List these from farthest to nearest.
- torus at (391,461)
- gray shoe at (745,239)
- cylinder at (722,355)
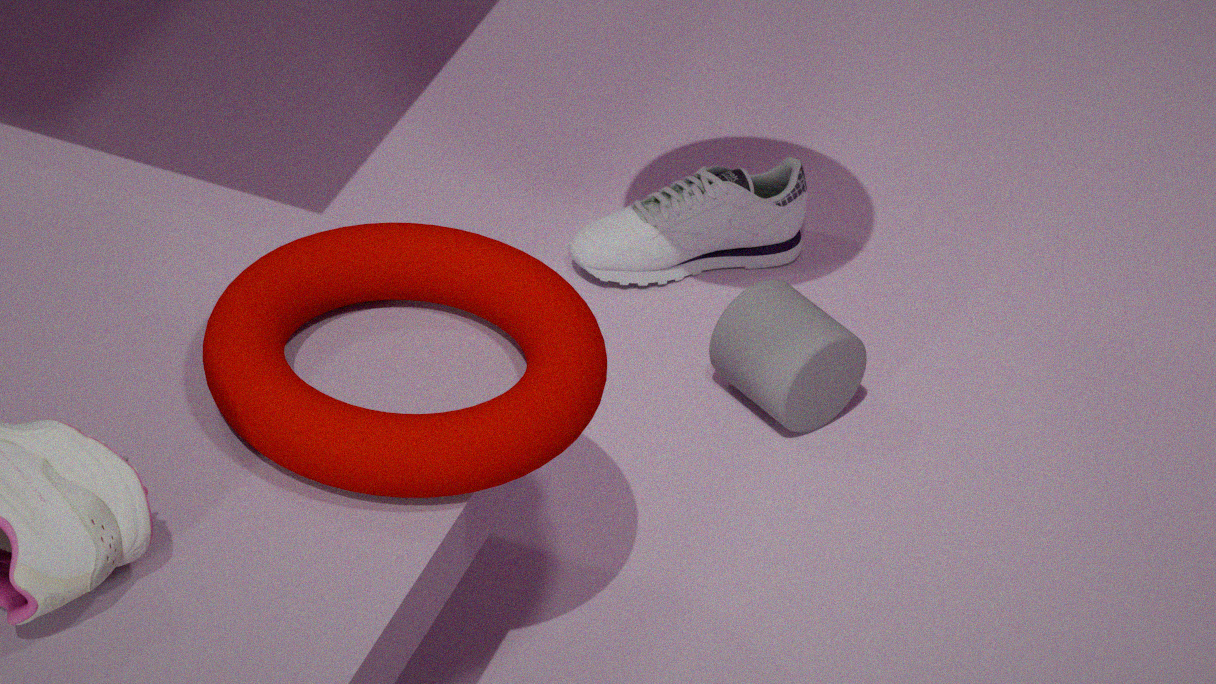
gray shoe at (745,239)
cylinder at (722,355)
torus at (391,461)
